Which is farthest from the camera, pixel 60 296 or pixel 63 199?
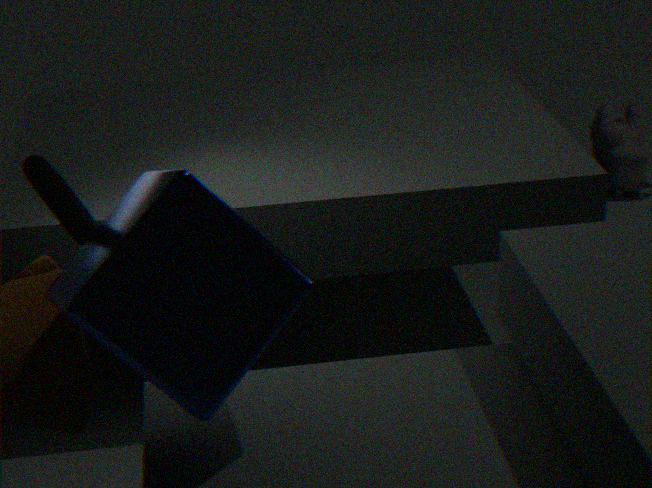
pixel 63 199
